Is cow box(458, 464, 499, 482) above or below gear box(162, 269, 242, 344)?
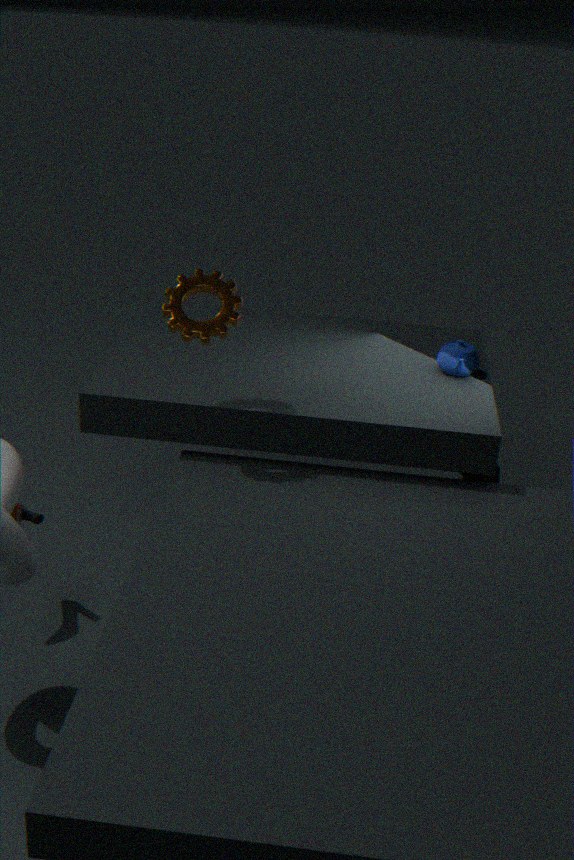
below
